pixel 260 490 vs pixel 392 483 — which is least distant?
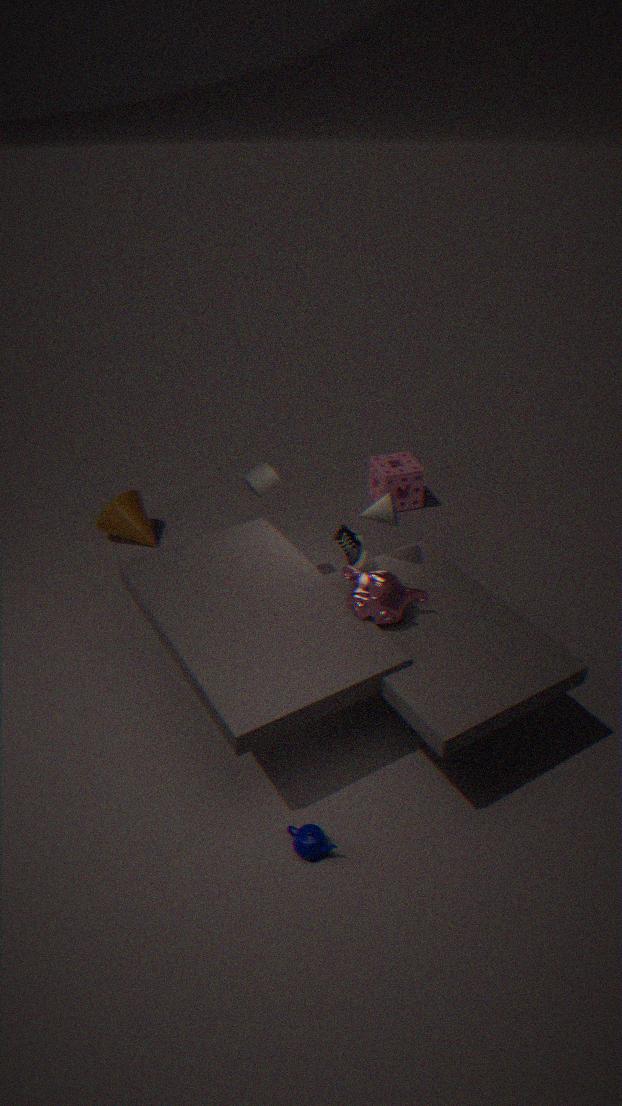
pixel 260 490
